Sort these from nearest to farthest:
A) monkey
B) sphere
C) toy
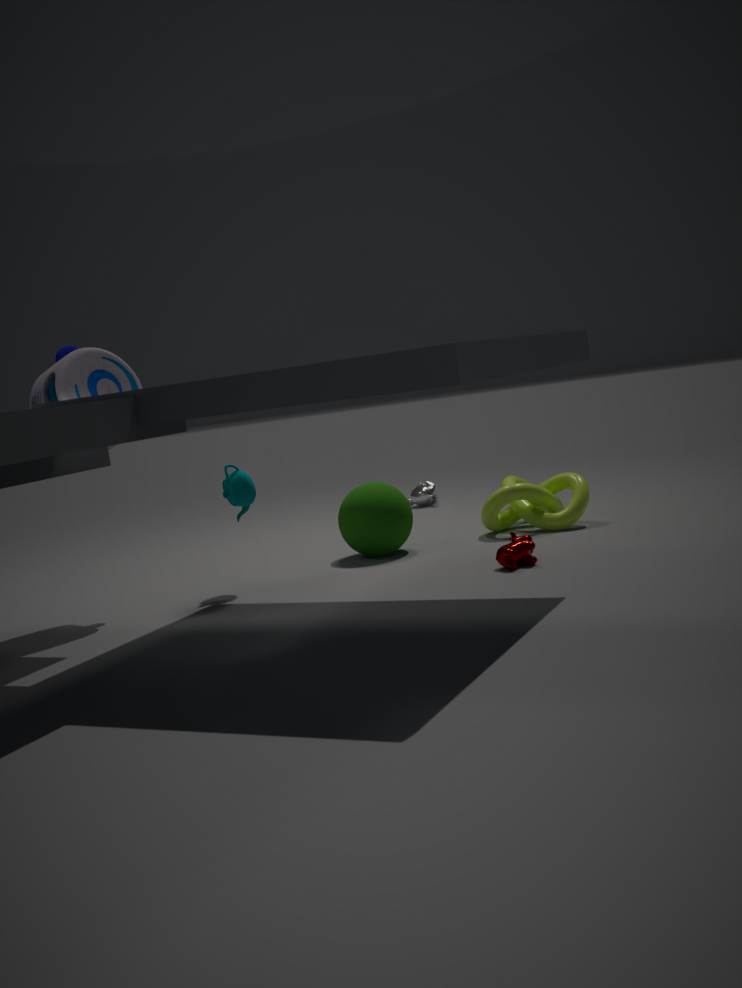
toy, sphere, monkey
